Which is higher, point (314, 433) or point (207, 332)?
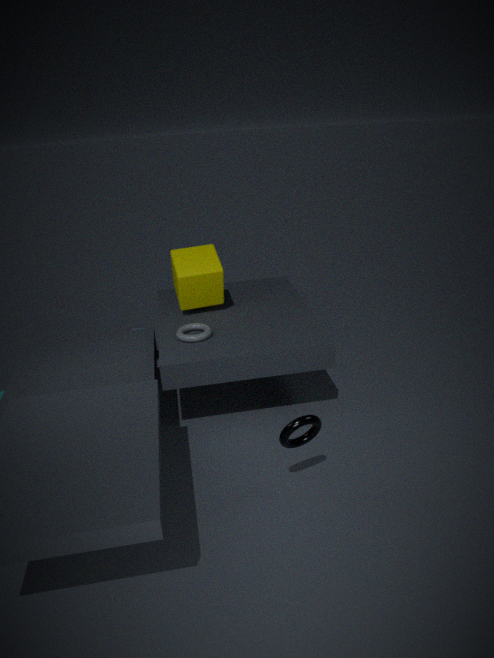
point (207, 332)
